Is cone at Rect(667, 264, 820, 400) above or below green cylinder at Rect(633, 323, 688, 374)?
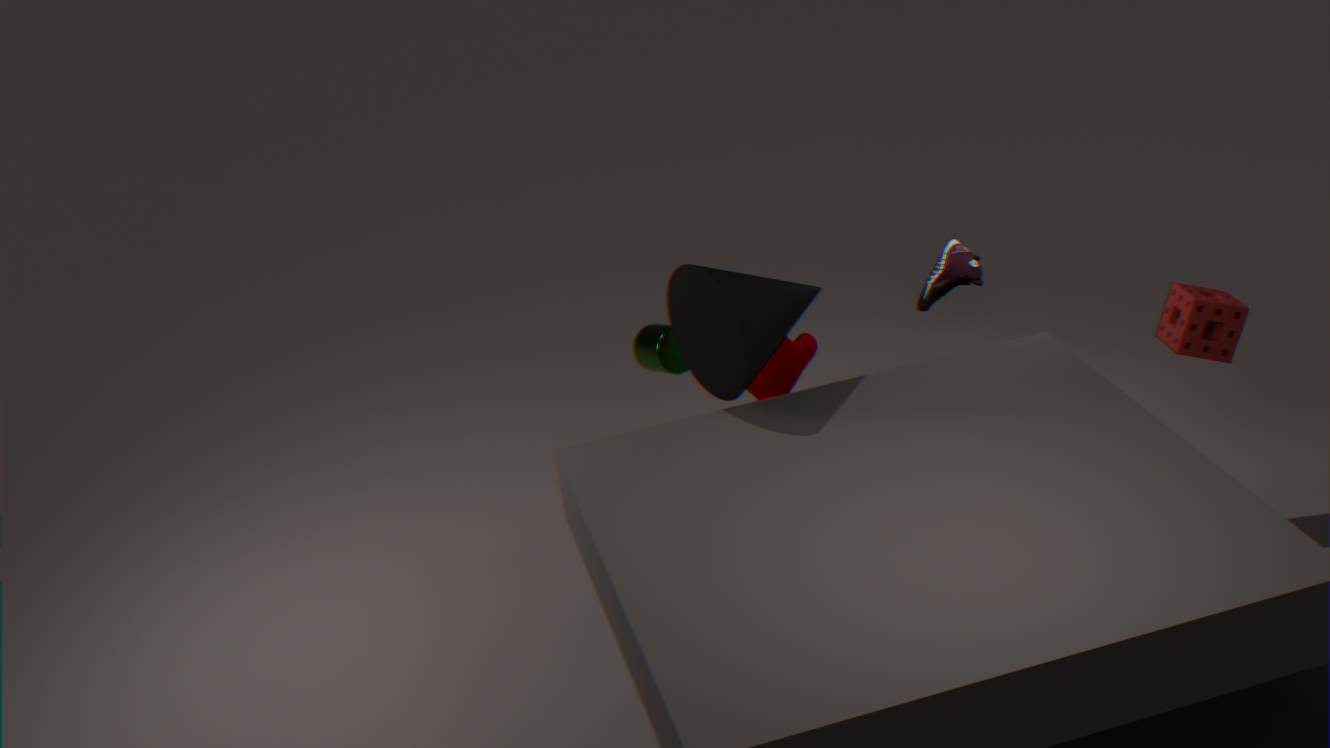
above
